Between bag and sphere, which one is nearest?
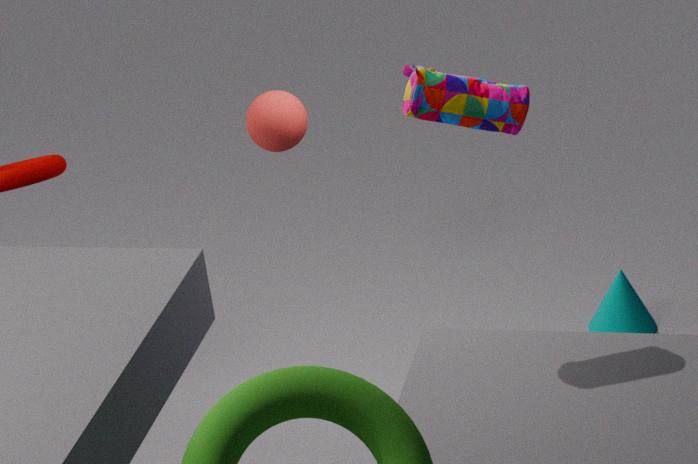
bag
